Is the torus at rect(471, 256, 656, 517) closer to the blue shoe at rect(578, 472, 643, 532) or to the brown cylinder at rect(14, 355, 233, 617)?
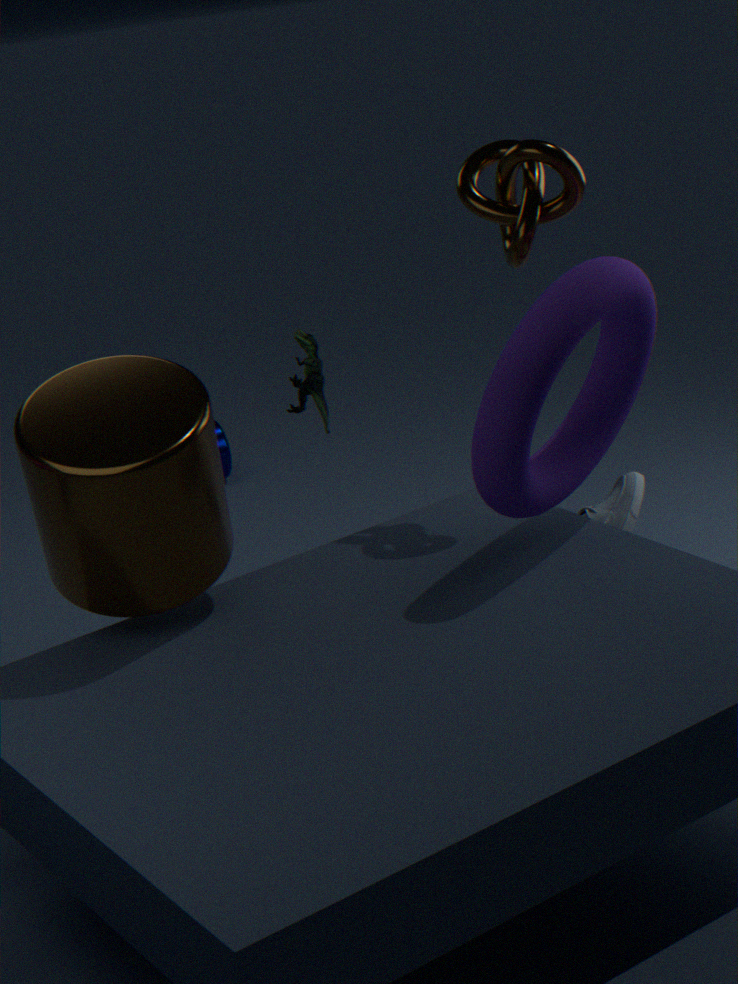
the brown cylinder at rect(14, 355, 233, 617)
